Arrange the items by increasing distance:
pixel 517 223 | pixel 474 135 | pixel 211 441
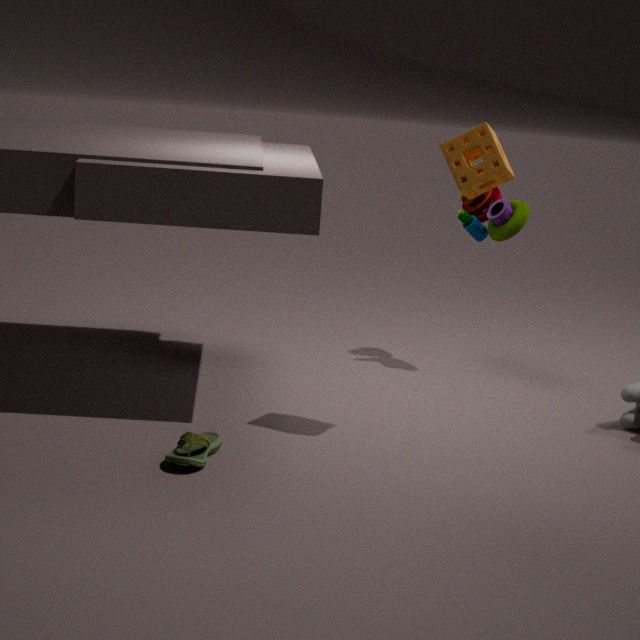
pixel 474 135, pixel 211 441, pixel 517 223
